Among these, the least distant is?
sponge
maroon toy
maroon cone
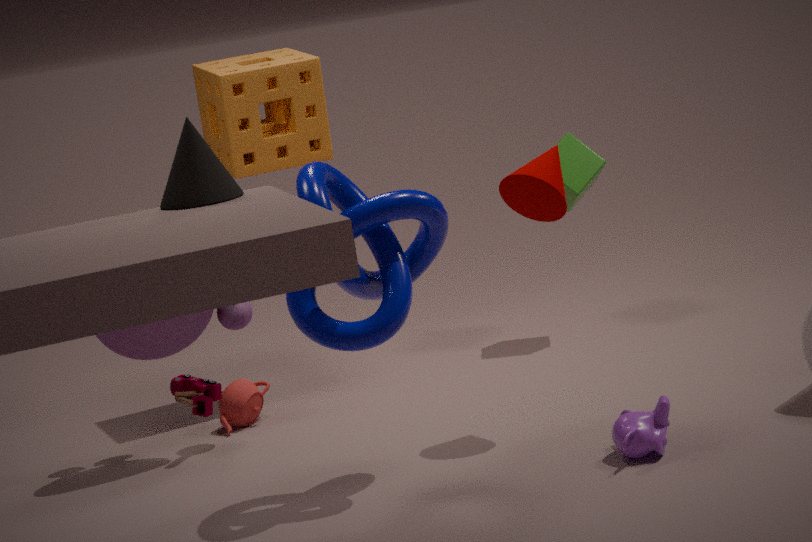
maroon toy
